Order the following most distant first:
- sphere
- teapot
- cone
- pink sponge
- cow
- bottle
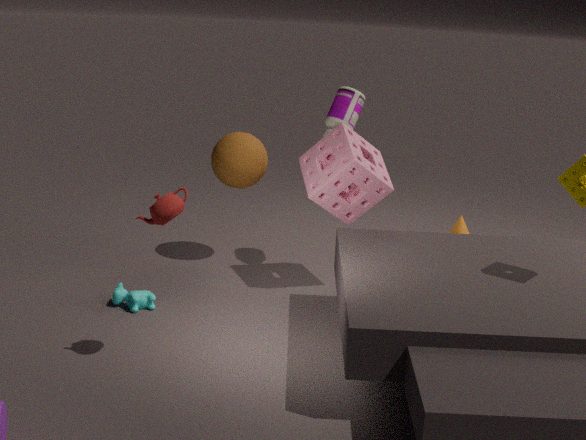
cone, sphere, bottle, pink sponge, cow, teapot
